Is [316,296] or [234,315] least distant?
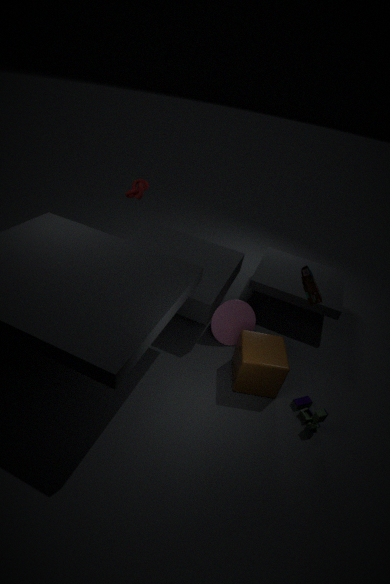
[316,296]
